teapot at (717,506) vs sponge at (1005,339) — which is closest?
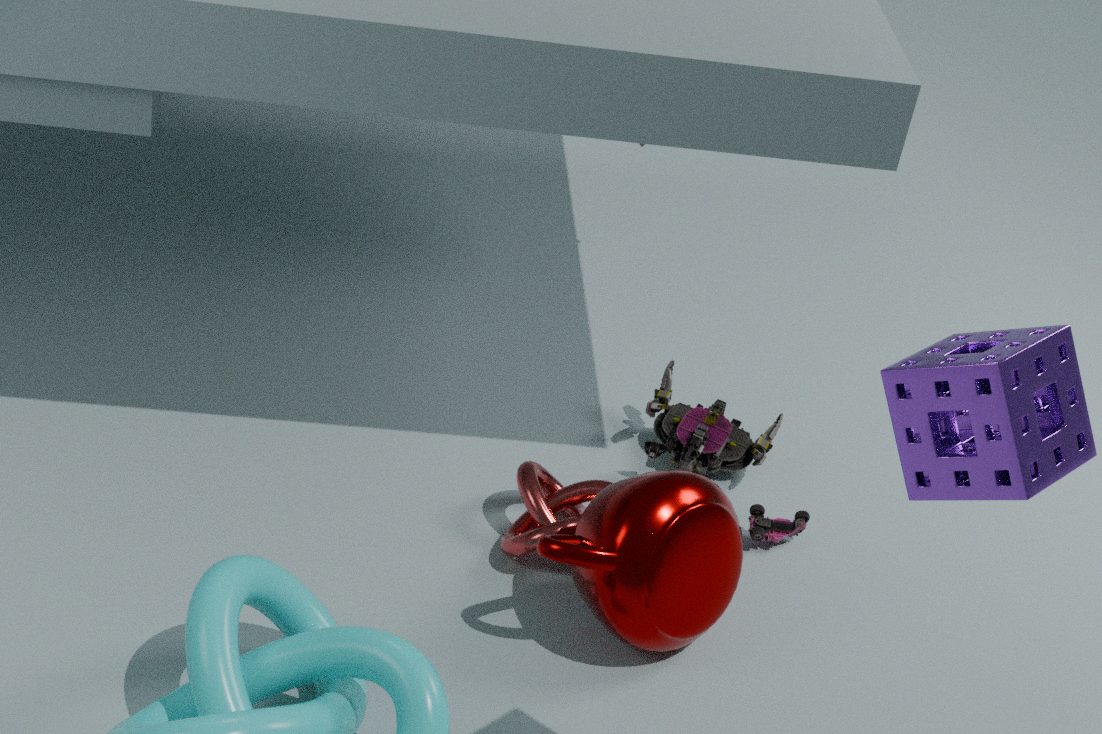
sponge at (1005,339)
